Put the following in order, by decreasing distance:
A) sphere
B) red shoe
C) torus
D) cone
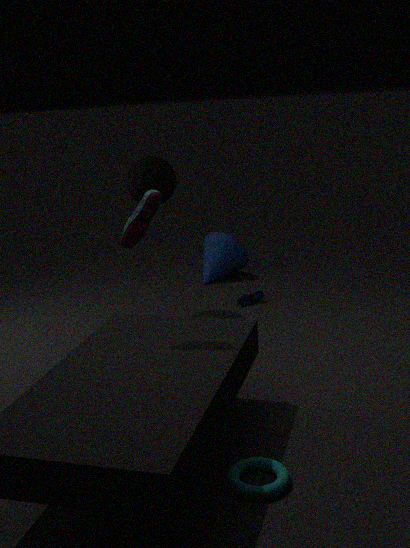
1. cone
2. sphere
3. red shoe
4. torus
